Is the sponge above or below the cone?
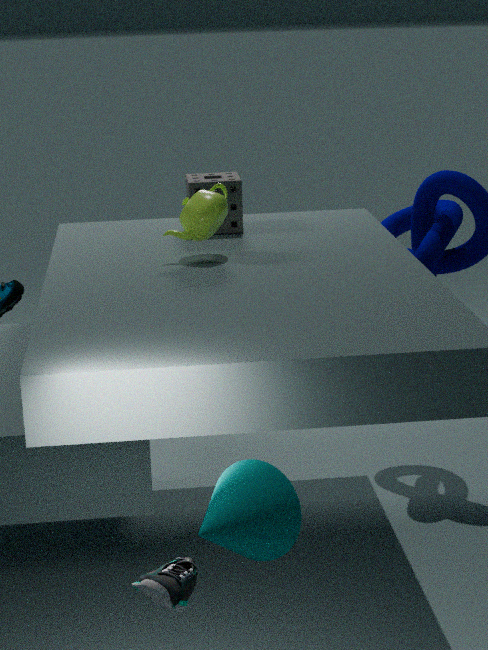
above
